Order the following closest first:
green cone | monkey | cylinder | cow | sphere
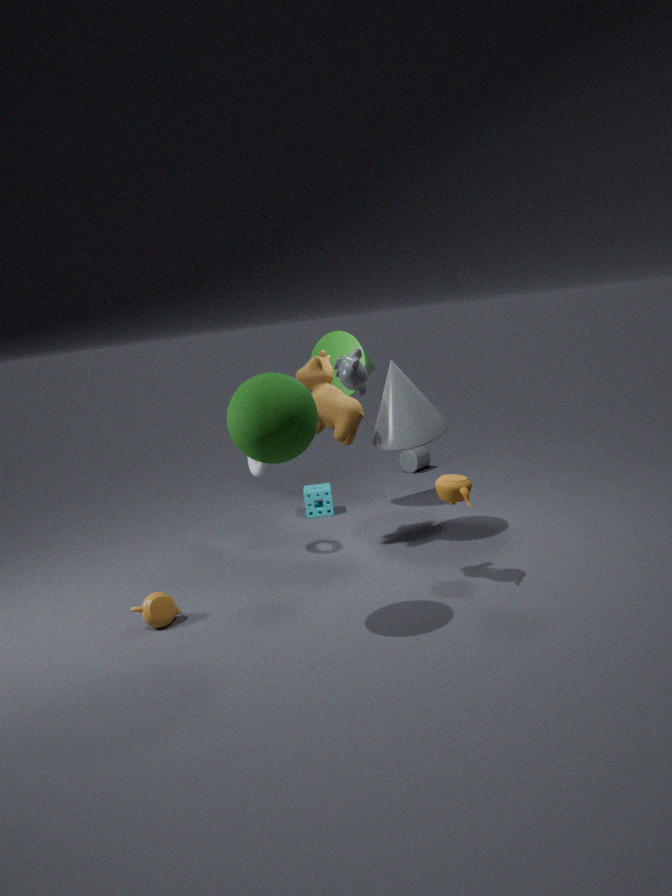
sphere → monkey → cow → green cone → cylinder
